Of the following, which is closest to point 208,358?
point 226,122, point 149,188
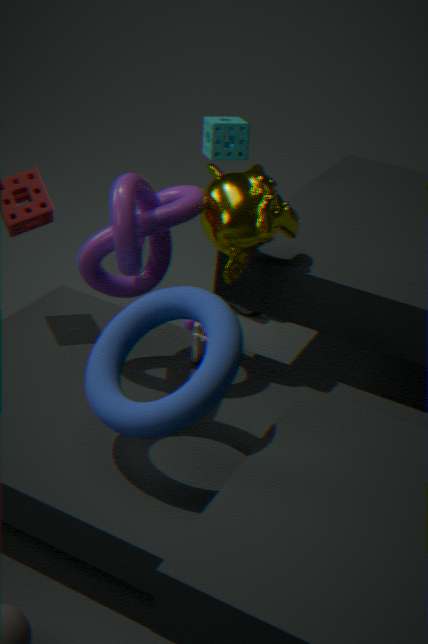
point 149,188
